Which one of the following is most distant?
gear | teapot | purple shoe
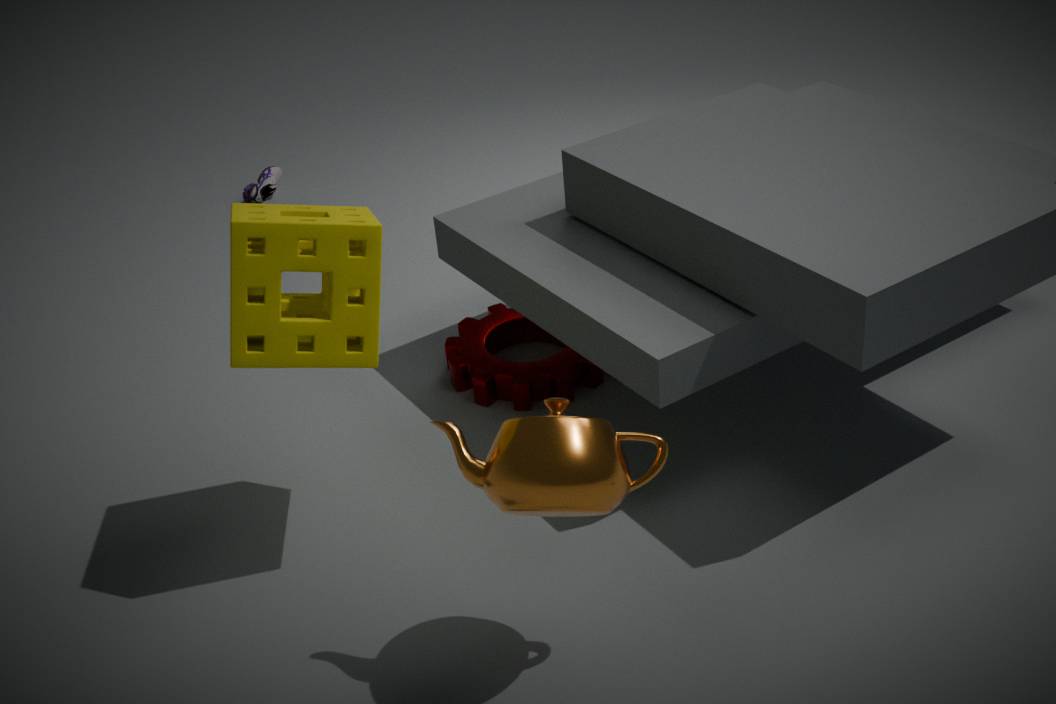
purple shoe
